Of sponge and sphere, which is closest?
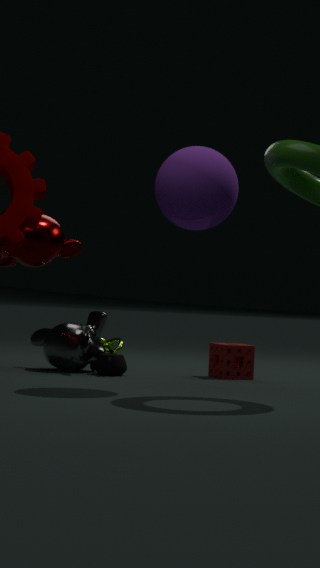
sphere
